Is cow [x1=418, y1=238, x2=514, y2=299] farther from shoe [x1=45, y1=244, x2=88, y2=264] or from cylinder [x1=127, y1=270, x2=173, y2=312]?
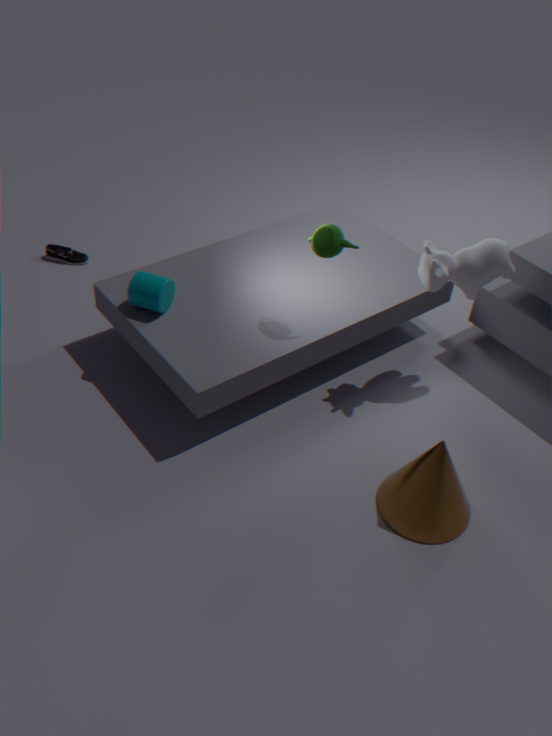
shoe [x1=45, y1=244, x2=88, y2=264]
